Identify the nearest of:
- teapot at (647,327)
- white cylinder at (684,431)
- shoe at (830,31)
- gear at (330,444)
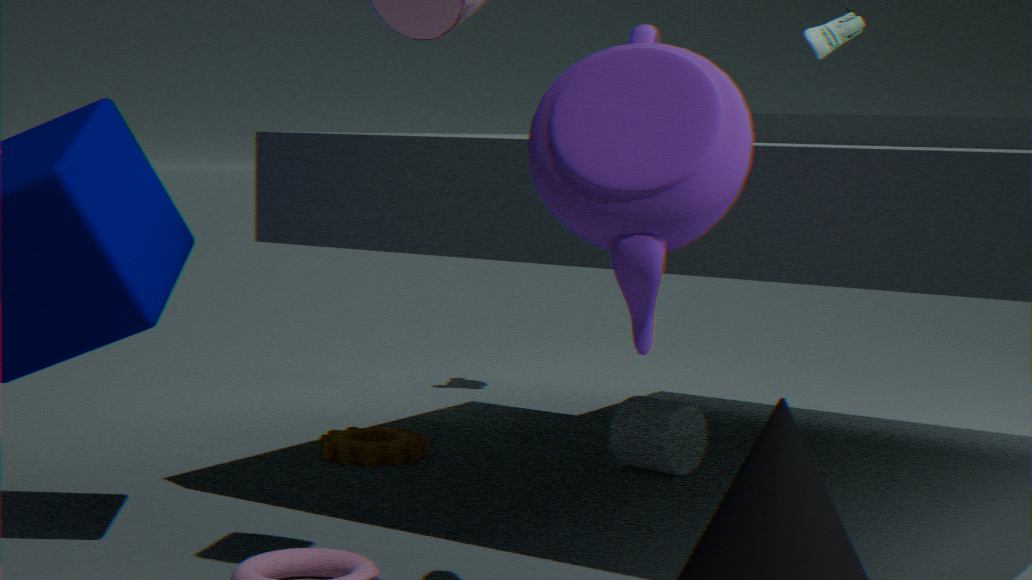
teapot at (647,327)
